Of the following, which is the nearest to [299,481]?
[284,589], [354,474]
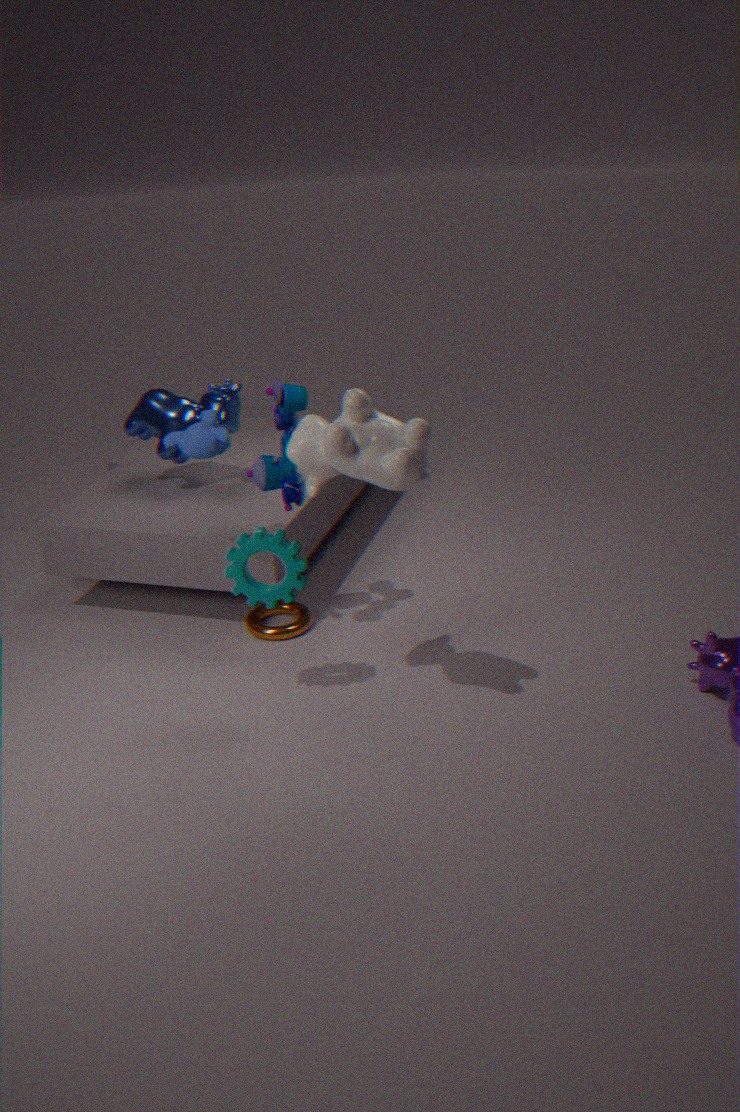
[284,589]
